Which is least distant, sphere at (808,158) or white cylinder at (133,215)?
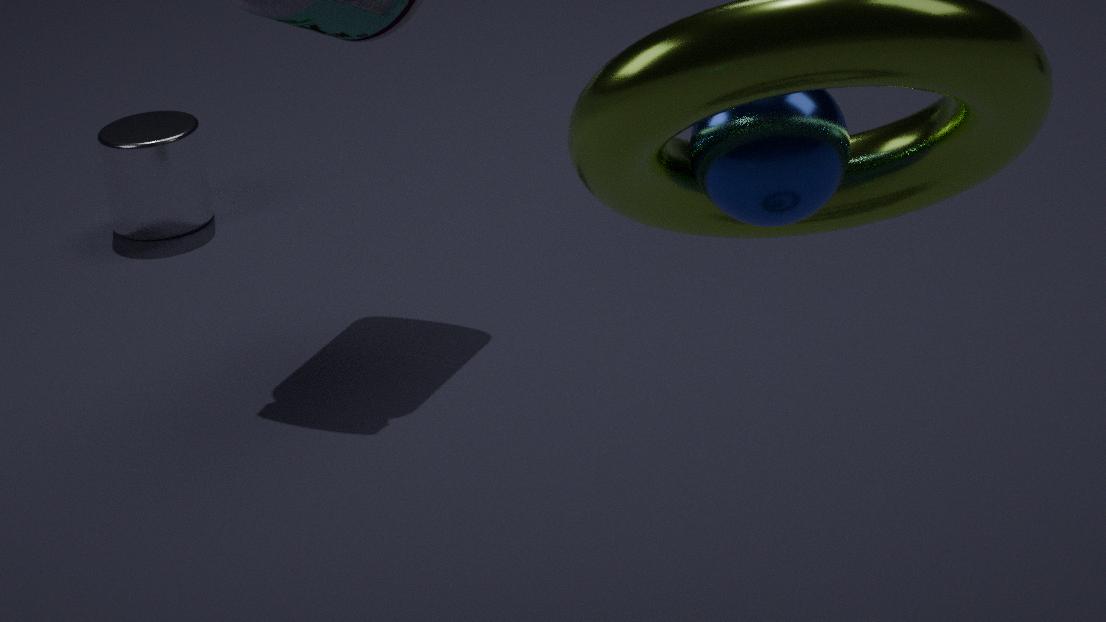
sphere at (808,158)
